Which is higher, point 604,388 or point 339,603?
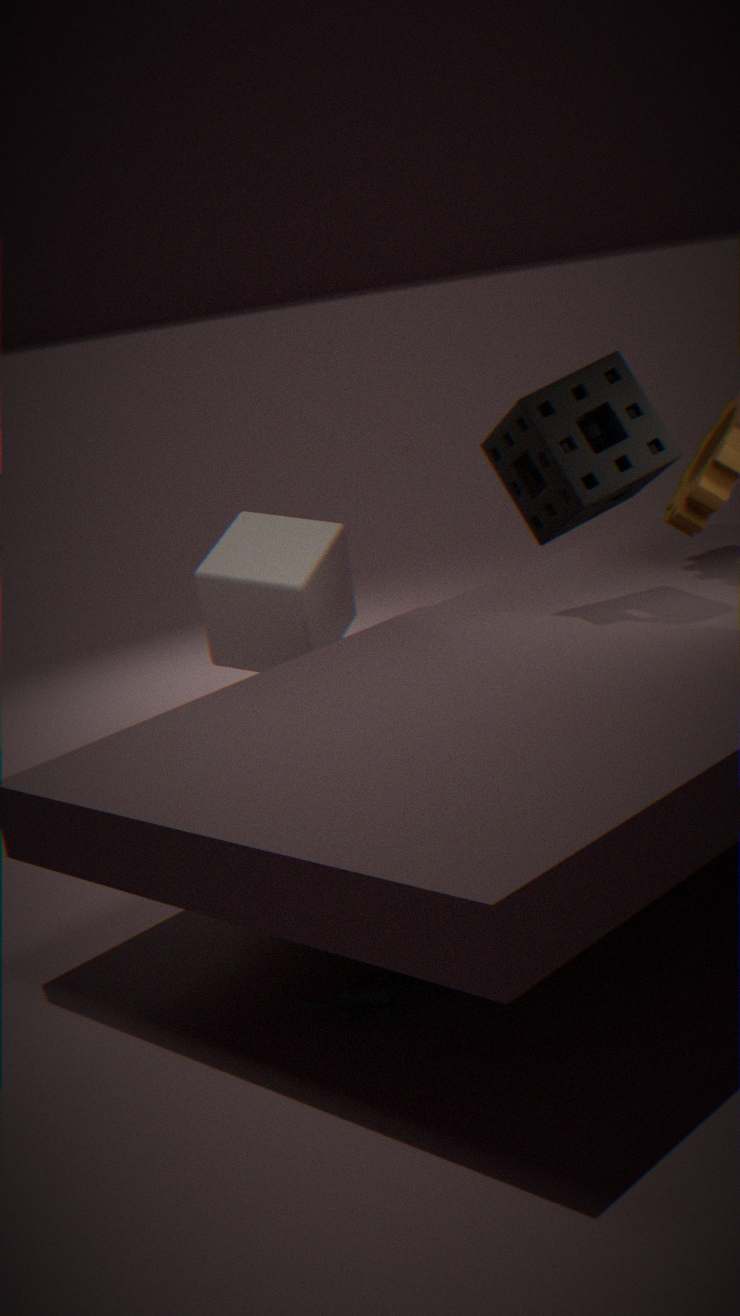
point 604,388
